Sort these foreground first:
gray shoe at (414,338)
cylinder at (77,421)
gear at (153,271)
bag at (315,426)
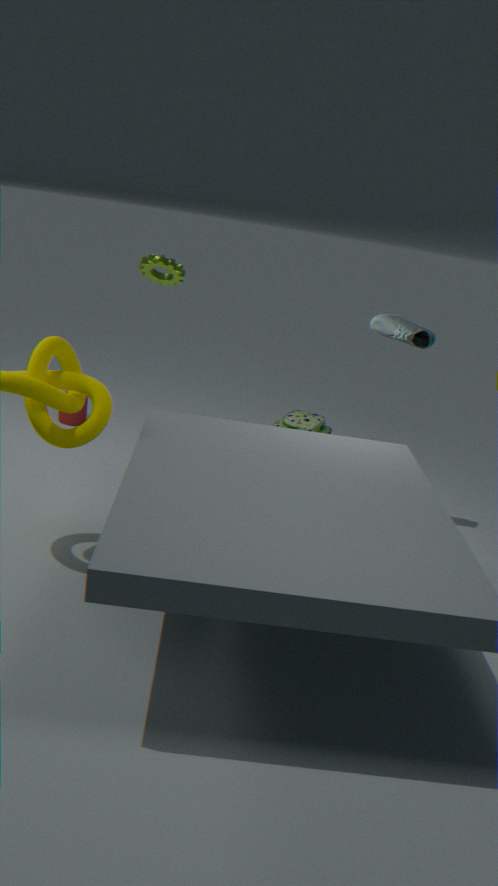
gray shoe at (414,338)
gear at (153,271)
bag at (315,426)
cylinder at (77,421)
